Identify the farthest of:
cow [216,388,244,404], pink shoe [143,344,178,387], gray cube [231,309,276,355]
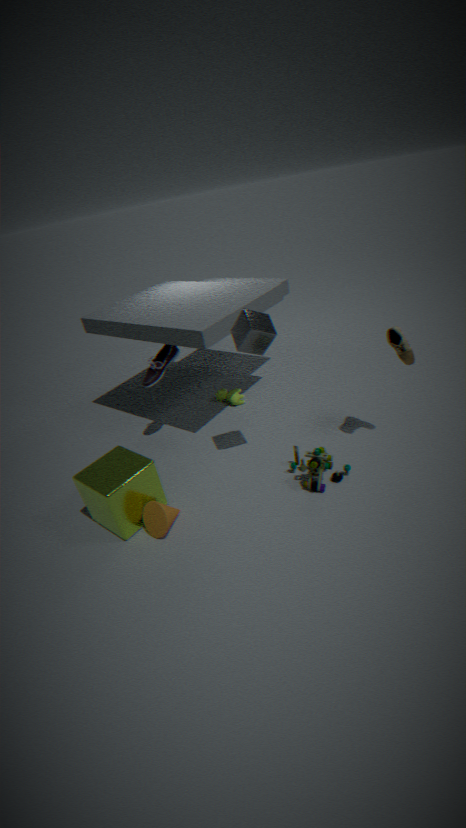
cow [216,388,244,404]
